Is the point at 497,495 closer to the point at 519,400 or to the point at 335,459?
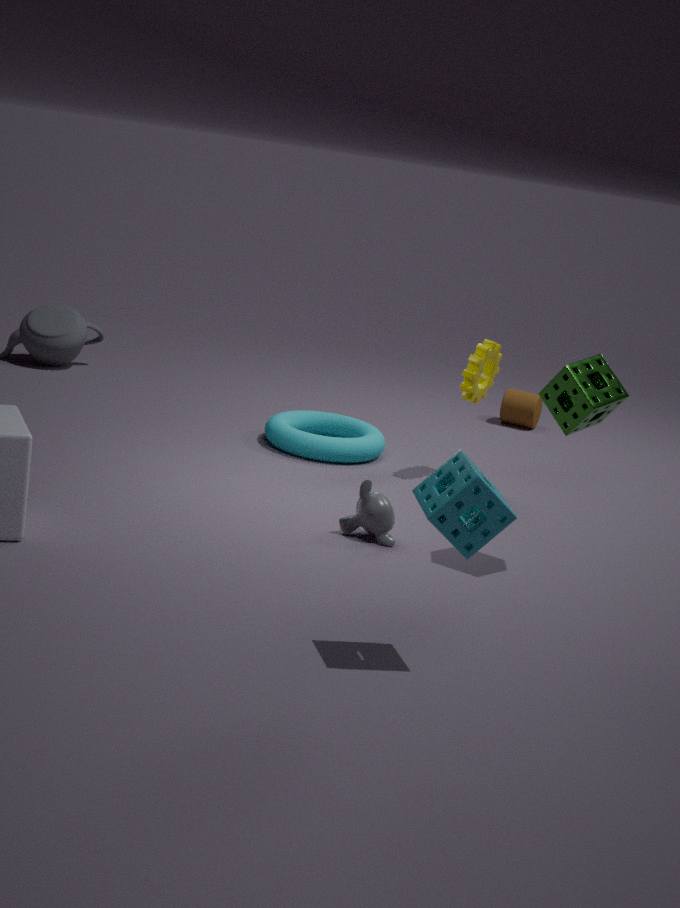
the point at 335,459
